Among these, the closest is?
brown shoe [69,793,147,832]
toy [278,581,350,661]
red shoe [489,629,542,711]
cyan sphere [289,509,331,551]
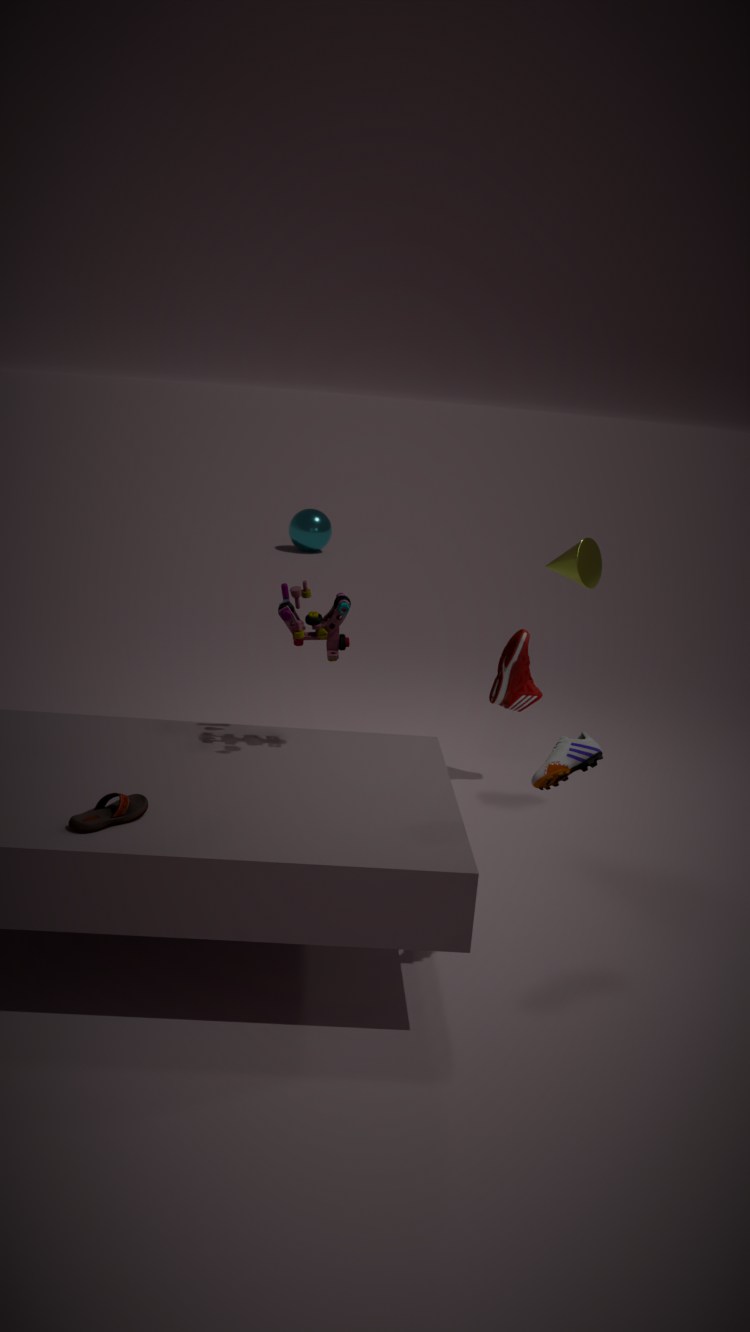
brown shoe [69,793,147,832]
